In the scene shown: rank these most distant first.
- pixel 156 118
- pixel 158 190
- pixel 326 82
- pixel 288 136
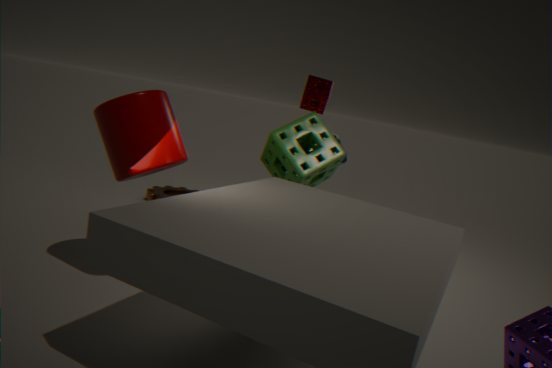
1. pixel 158 190
2. pixel 326 82
3. pixel 288 136
4. pixel 156 118
